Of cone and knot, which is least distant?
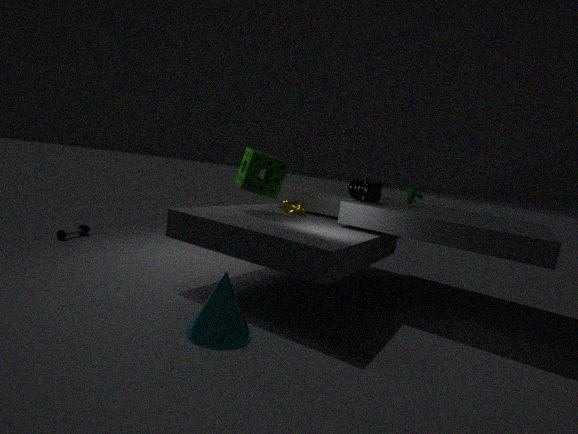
cone
